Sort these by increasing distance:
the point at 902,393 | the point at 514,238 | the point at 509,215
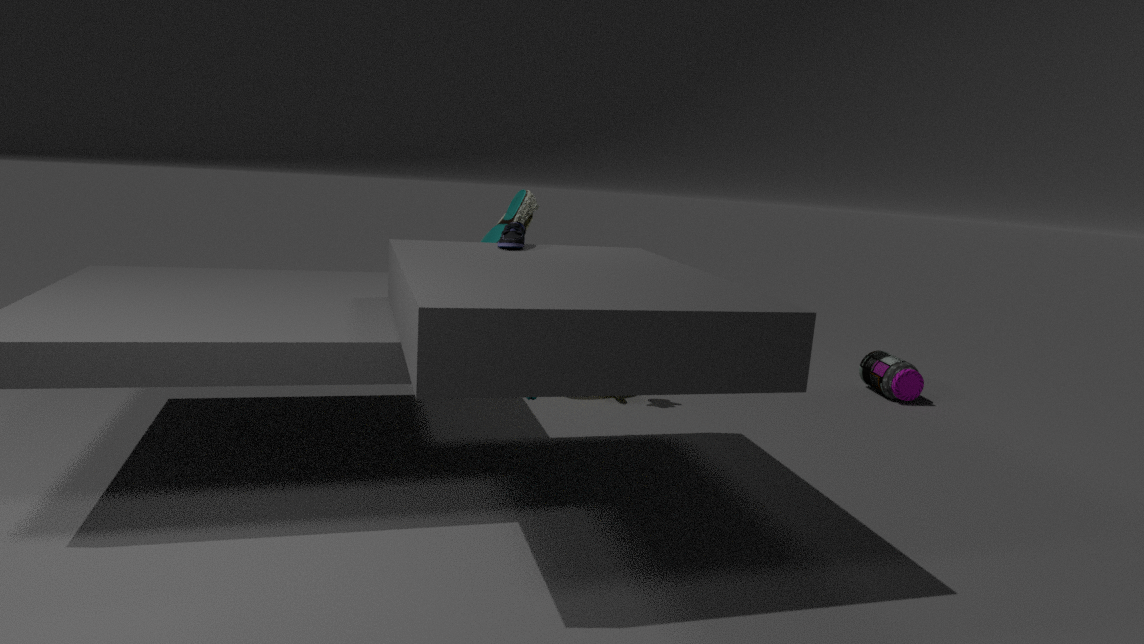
the point at 514,238, the point at 509,215, the point at 902,393
